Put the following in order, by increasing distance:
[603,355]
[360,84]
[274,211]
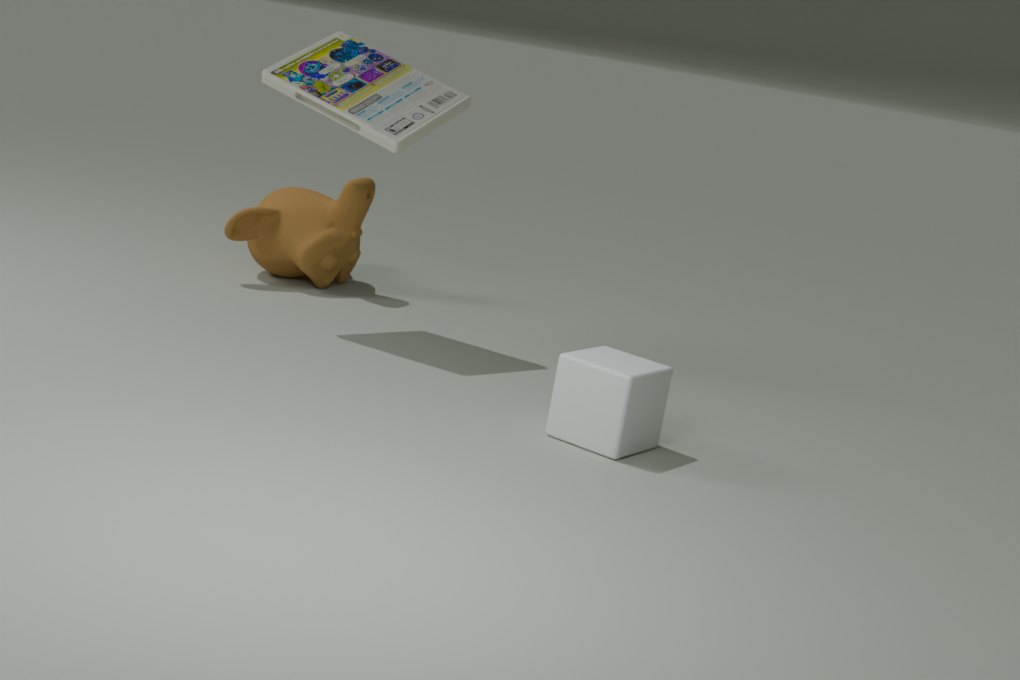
1. [603,355]
2. [360,84]
3. [274,211]
